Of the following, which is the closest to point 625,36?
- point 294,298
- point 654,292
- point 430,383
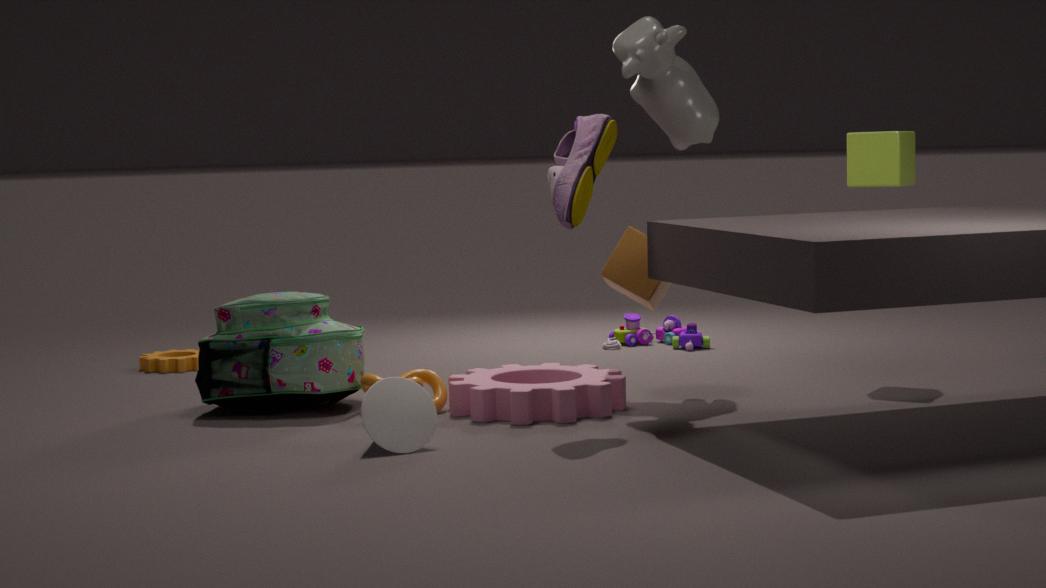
point 654,292
